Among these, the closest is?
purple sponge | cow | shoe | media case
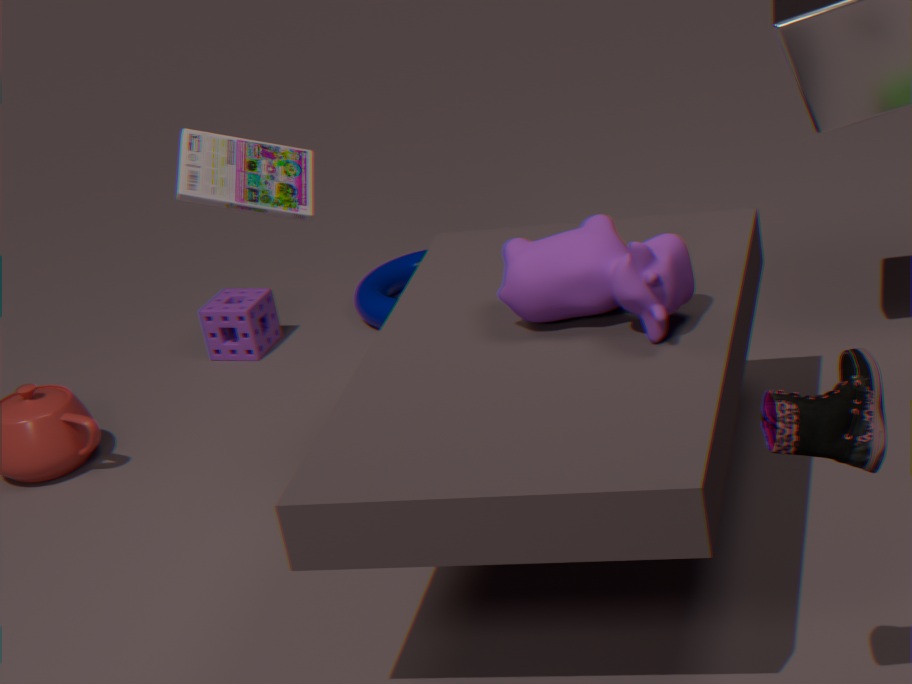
shoe
